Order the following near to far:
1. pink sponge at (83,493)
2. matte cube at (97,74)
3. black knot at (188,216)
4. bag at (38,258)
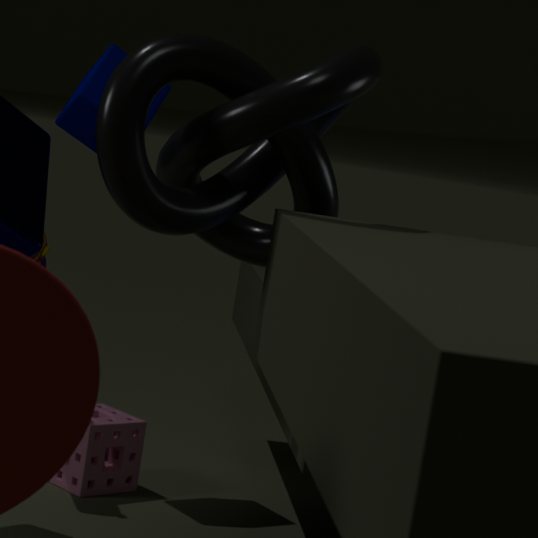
black knot at (188,216) → bag at (38,258) → matte cube at (97,74) → pink sponge at (83,493)
